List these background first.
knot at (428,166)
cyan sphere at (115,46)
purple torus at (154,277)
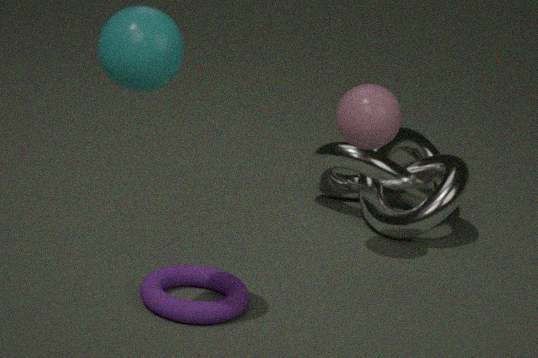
knot at (428,166)
purple torus at (154,277)
cyan sphere at (115,46)
